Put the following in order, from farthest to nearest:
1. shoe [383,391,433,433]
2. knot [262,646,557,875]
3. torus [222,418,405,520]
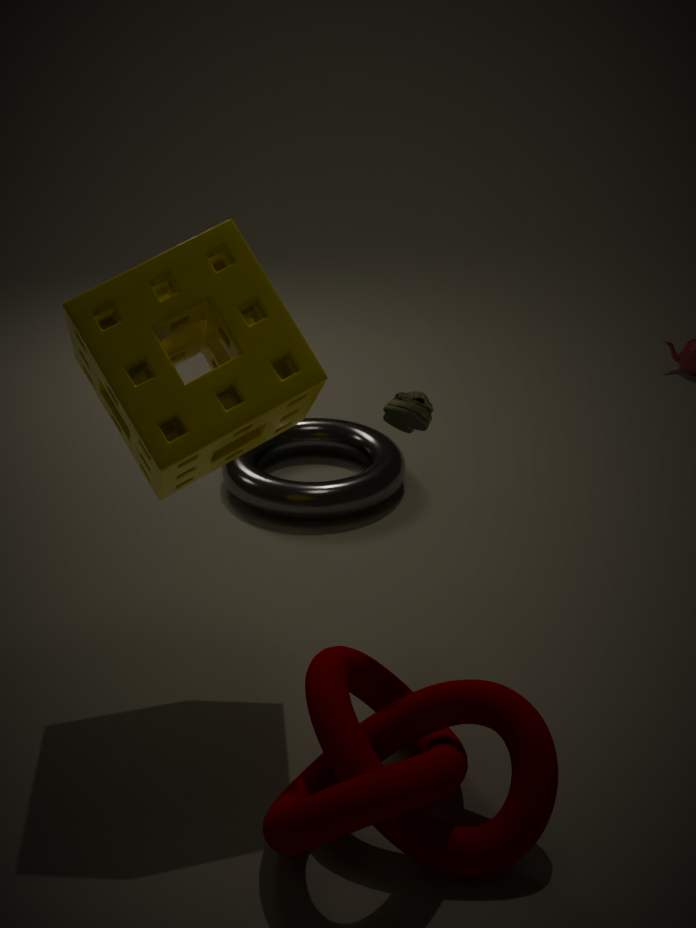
torus [222,418,405,520] < shoe [383,391,433,433] < knot [262,646,557,875]
